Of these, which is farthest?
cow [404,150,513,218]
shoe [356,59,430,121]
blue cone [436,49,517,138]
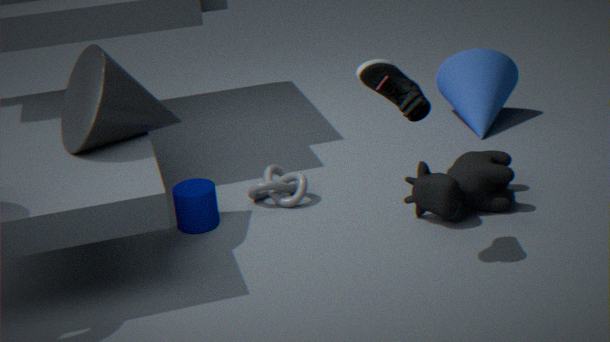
blue cone [436,49,517,138]
